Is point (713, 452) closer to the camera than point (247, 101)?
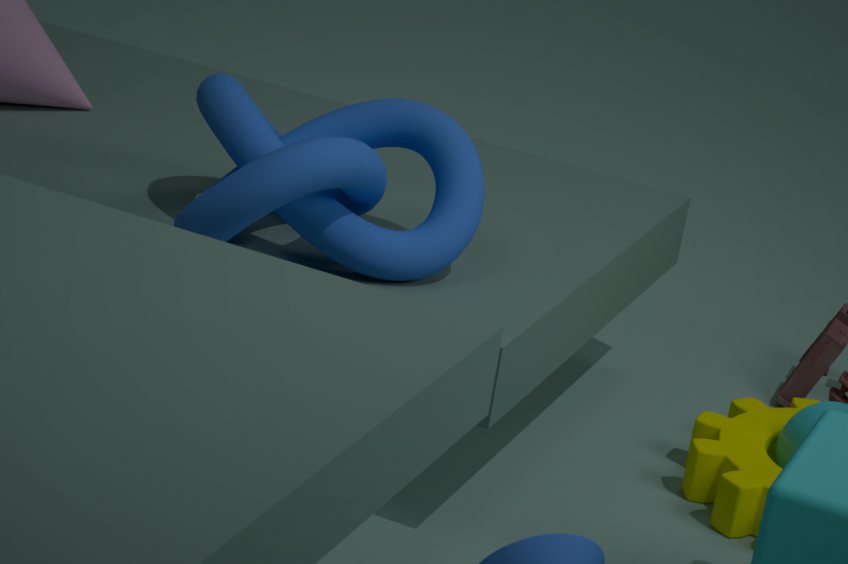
No
